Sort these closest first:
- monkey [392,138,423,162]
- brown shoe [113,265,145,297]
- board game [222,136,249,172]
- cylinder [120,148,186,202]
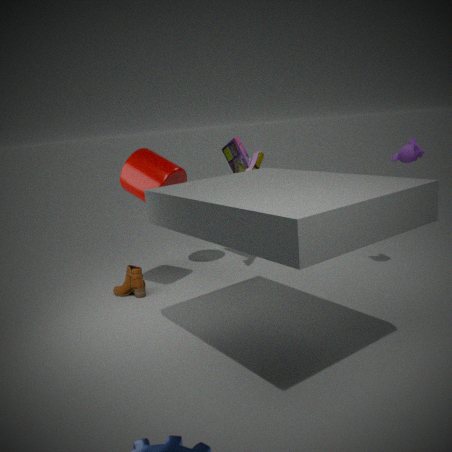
monkey [392,138,423,162], cylinder [120,148,186,202], brown shoe [113,265,145,297], board game [222,136,249,172]
